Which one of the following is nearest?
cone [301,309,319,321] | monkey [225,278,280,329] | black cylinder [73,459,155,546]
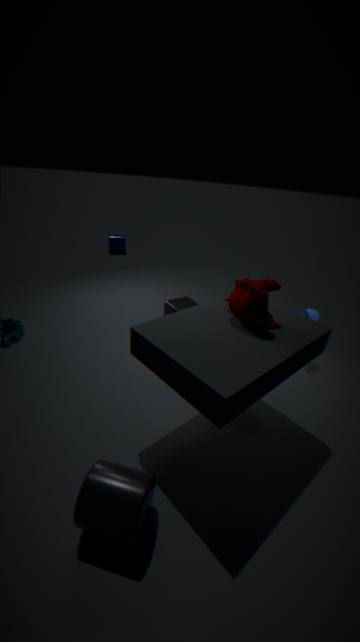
black cylinder [73,459,155,546]
